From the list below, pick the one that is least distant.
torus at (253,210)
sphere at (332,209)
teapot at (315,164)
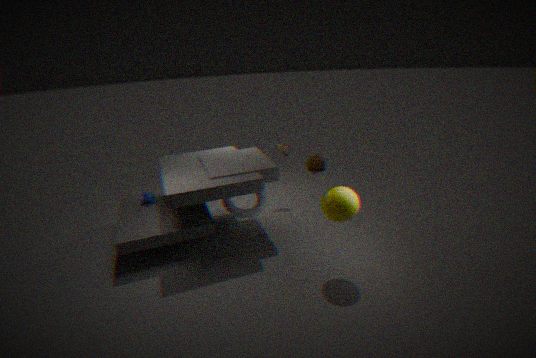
sphere at (332,209)
